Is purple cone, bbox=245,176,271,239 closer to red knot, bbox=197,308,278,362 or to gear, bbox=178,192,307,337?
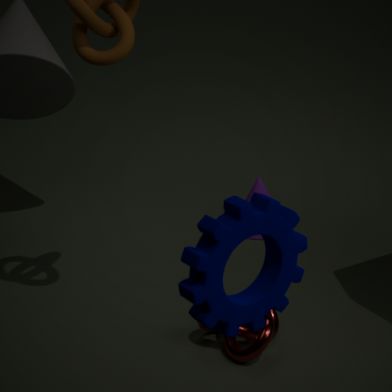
red knot, bbox=197,308,278,362
